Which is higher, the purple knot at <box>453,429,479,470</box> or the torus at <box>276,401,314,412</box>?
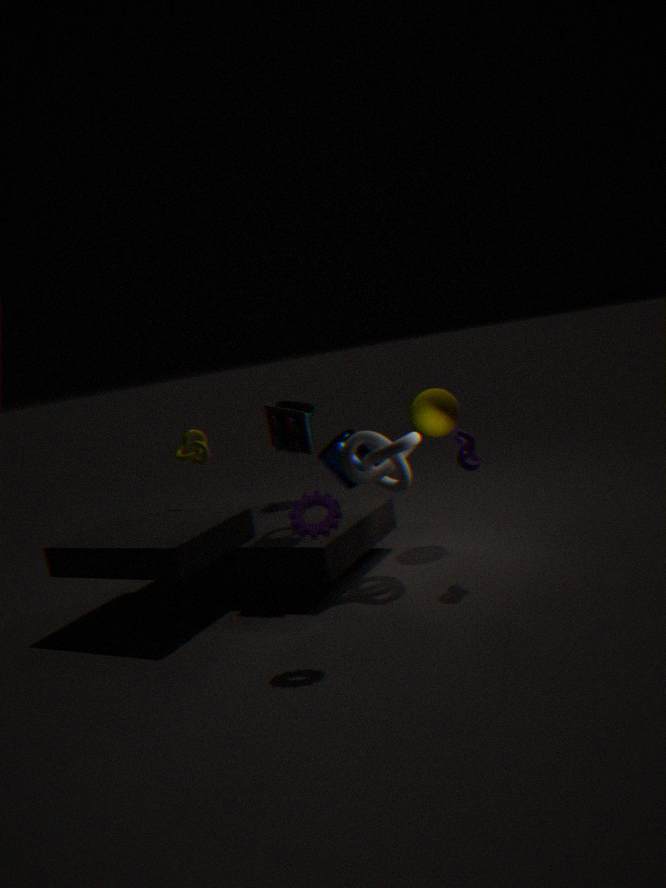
the torus at <box>276,401,314,412</box>
